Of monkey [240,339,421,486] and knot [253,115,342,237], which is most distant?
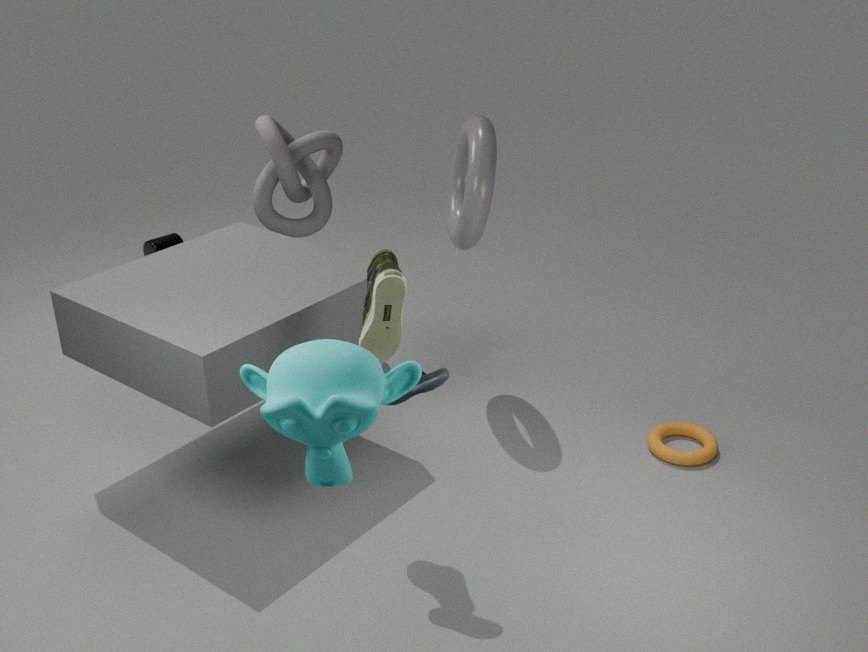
knot [253,115,342,237]
